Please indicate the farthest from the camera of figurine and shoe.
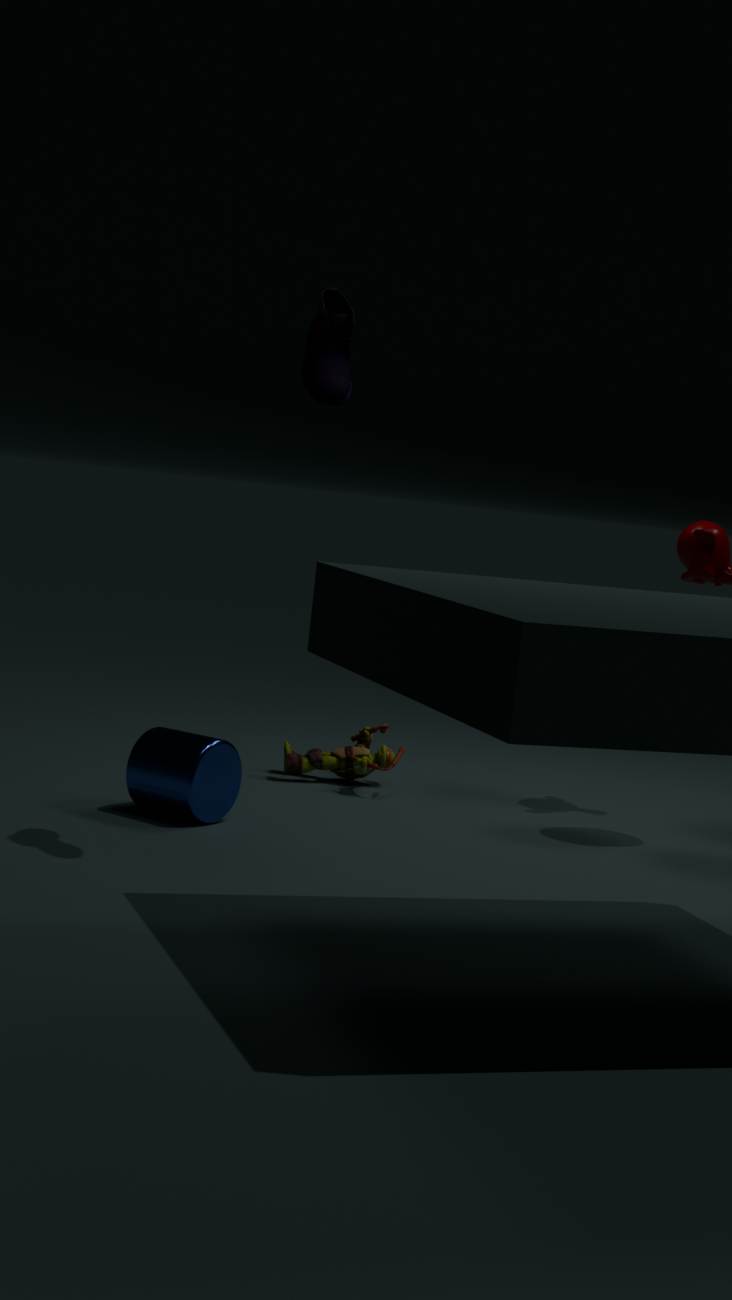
figurine
